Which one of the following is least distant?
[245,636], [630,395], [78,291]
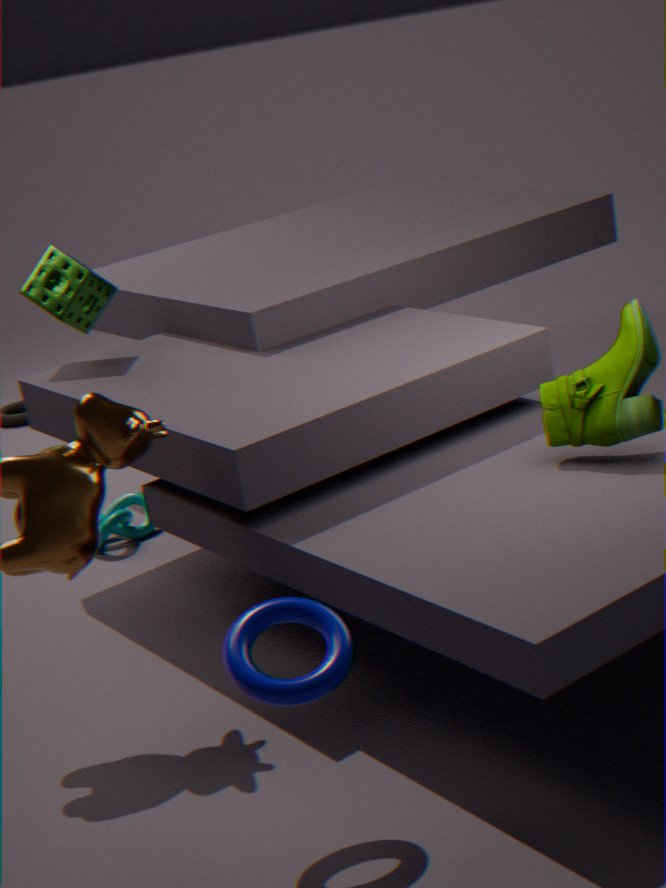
[245,636]
